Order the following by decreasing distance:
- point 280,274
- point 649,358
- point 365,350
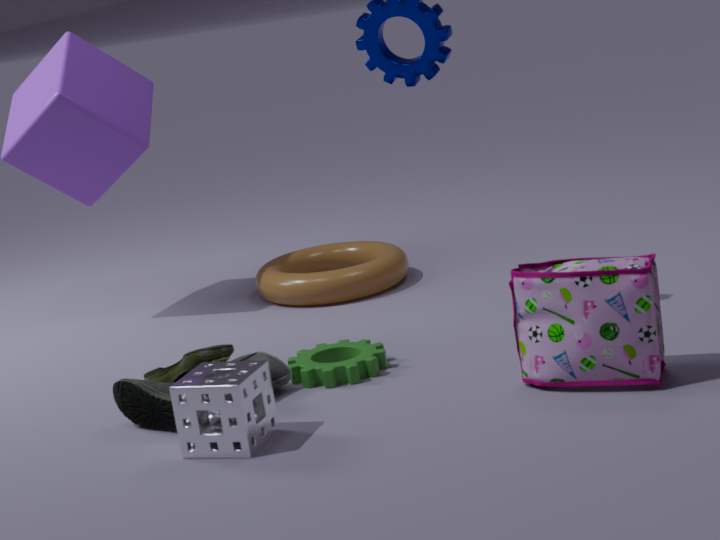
1. point 280,274
2. point 365,350
3. point 649,358
